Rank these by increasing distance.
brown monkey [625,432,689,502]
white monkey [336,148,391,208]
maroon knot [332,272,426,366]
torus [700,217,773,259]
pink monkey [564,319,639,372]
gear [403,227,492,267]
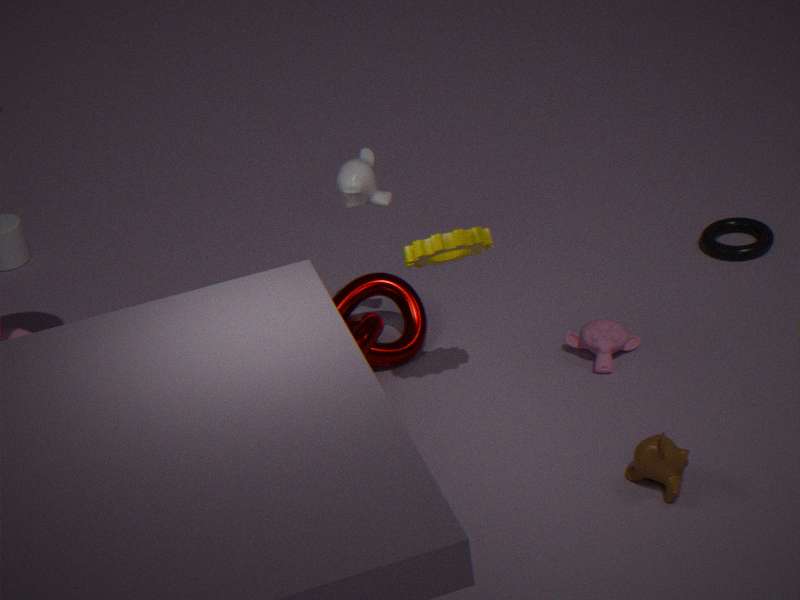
brown monkey [625,432,689,502], gear [403,227,492,267], white monkey [336,148,391,208], pink monkey [564,319,639,372], maroon knot [332,272,426,366], torus [700,217,773,259]
